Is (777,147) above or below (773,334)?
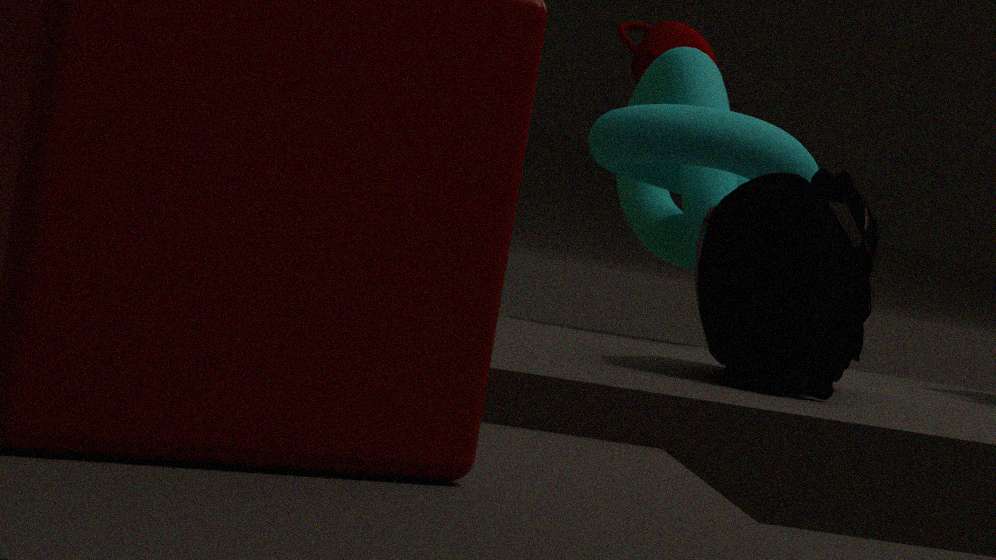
above
